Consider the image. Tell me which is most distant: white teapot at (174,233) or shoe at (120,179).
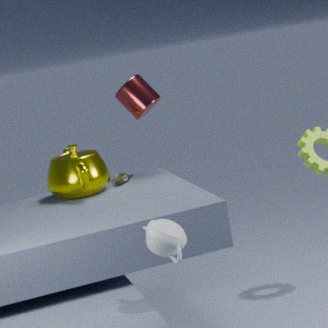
shoe at (120,179)
